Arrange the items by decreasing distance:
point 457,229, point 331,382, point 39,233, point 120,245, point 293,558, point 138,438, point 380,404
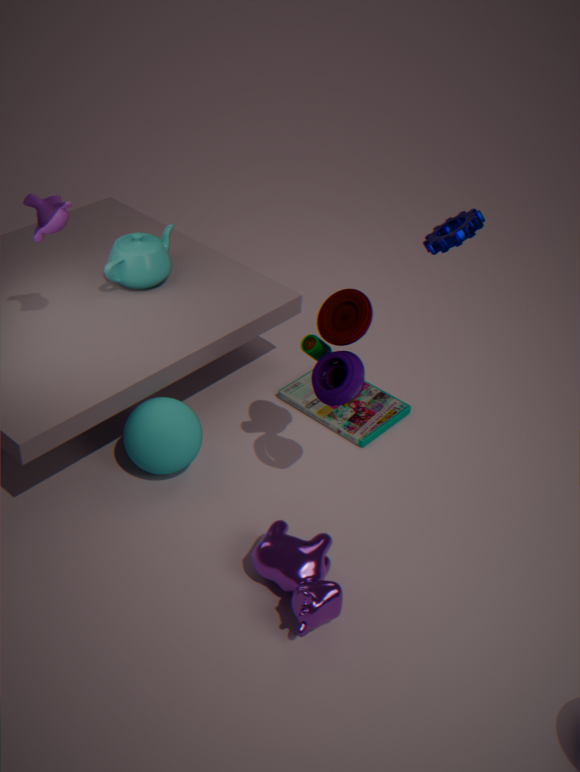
point 380,404 → point 120,245 → point 138,438 → point 39,233 → point 331,382 → point 457,229 → point 293,558
